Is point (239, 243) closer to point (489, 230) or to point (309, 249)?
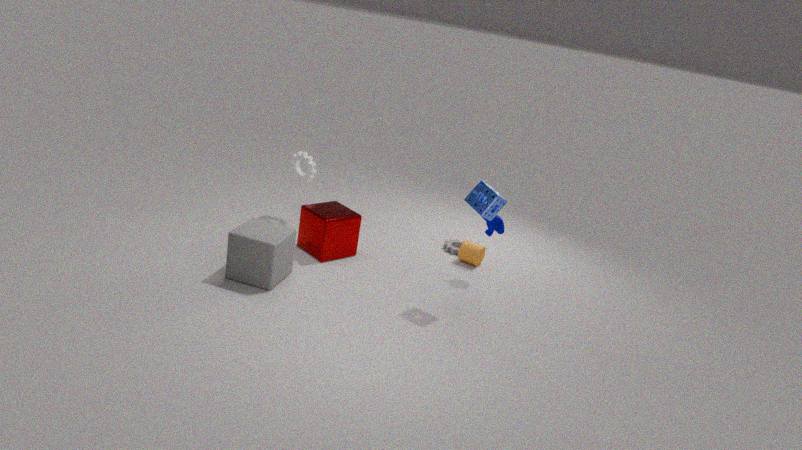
point (309, 249)
